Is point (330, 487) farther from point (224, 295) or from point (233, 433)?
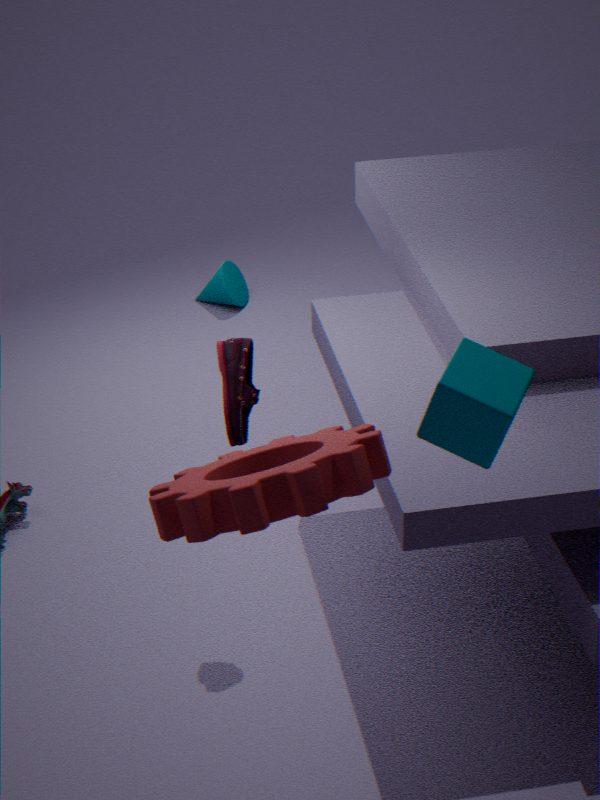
point (224, 295)
